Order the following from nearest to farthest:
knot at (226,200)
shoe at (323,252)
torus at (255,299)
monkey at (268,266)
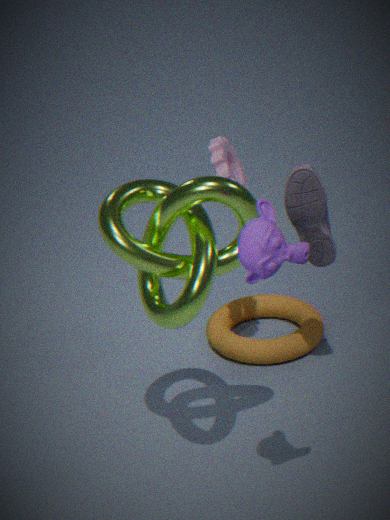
monkey at (268,266) → knot at (226,200) → shoe at (323,252) → torus at (255,299)
